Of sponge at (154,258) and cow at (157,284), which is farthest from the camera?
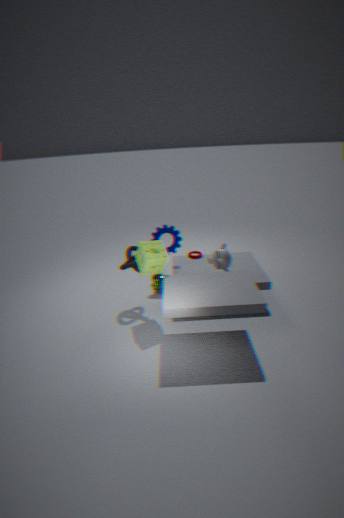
cow at (157,284)
